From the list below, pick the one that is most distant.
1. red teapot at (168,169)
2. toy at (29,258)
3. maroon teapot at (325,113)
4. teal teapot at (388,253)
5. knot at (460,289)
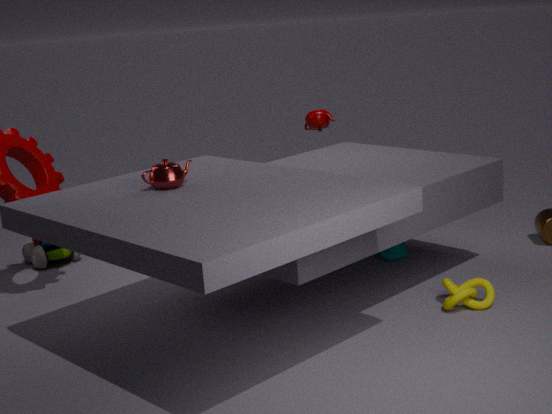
maroon teapot at (325,113)
